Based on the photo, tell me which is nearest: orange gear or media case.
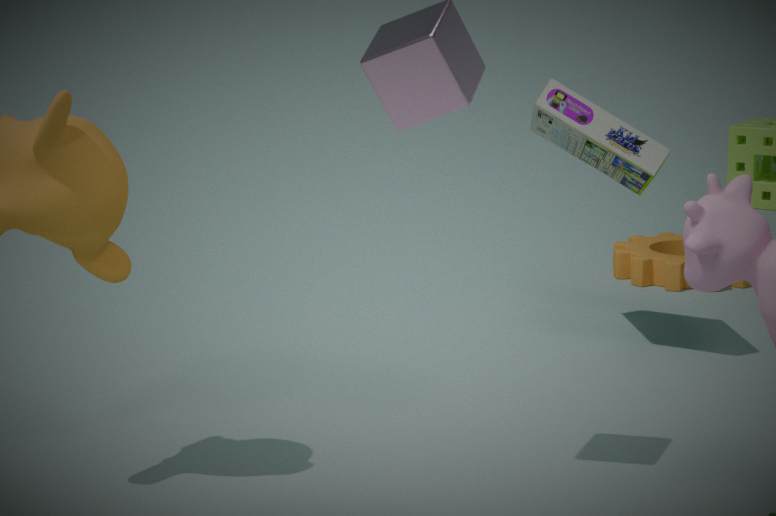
media case
